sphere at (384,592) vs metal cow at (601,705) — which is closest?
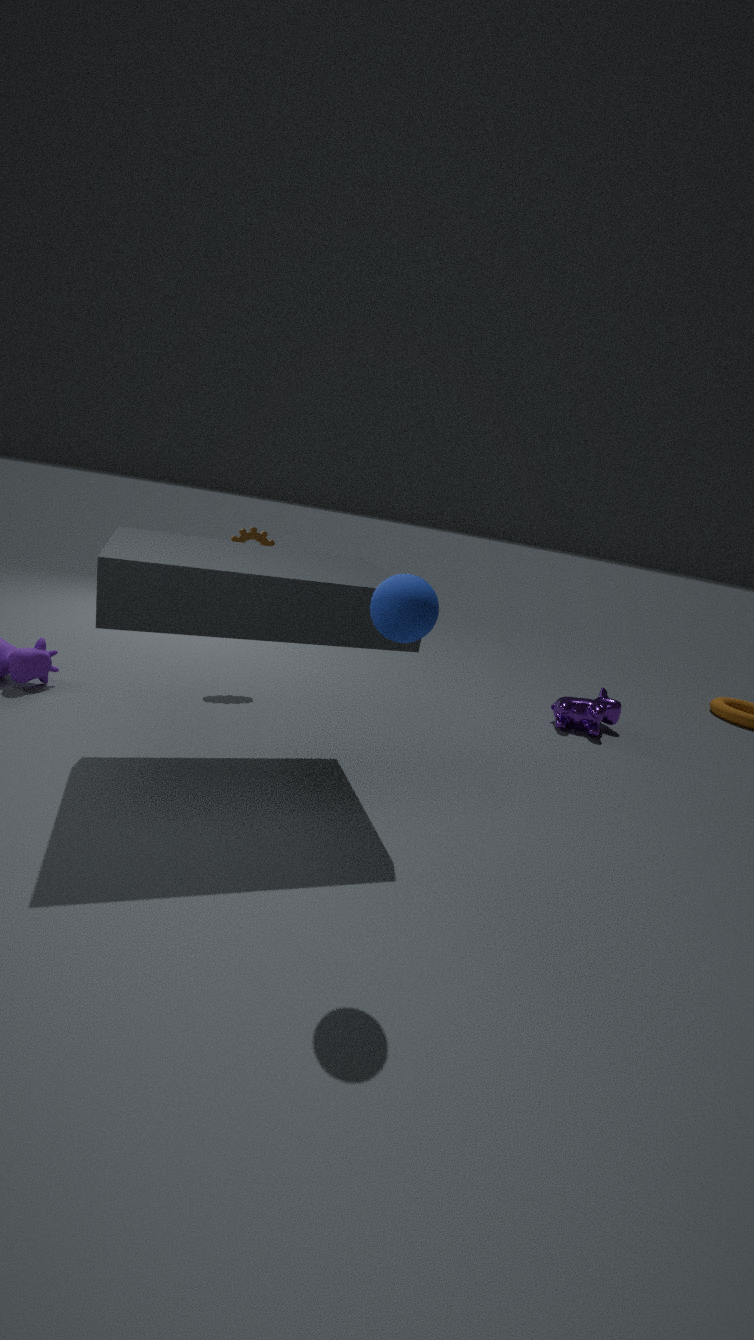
sphere at (384,592)
